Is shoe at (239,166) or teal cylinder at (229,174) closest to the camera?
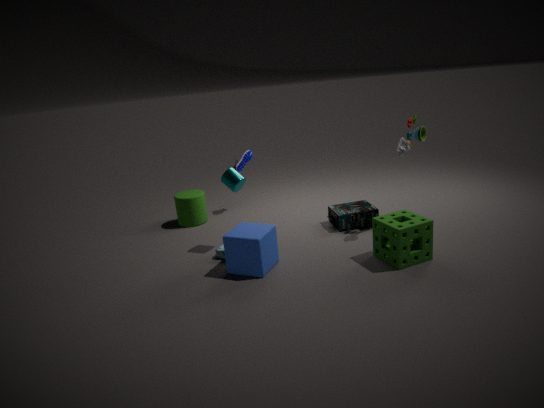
teal cylinder at (229,174)
